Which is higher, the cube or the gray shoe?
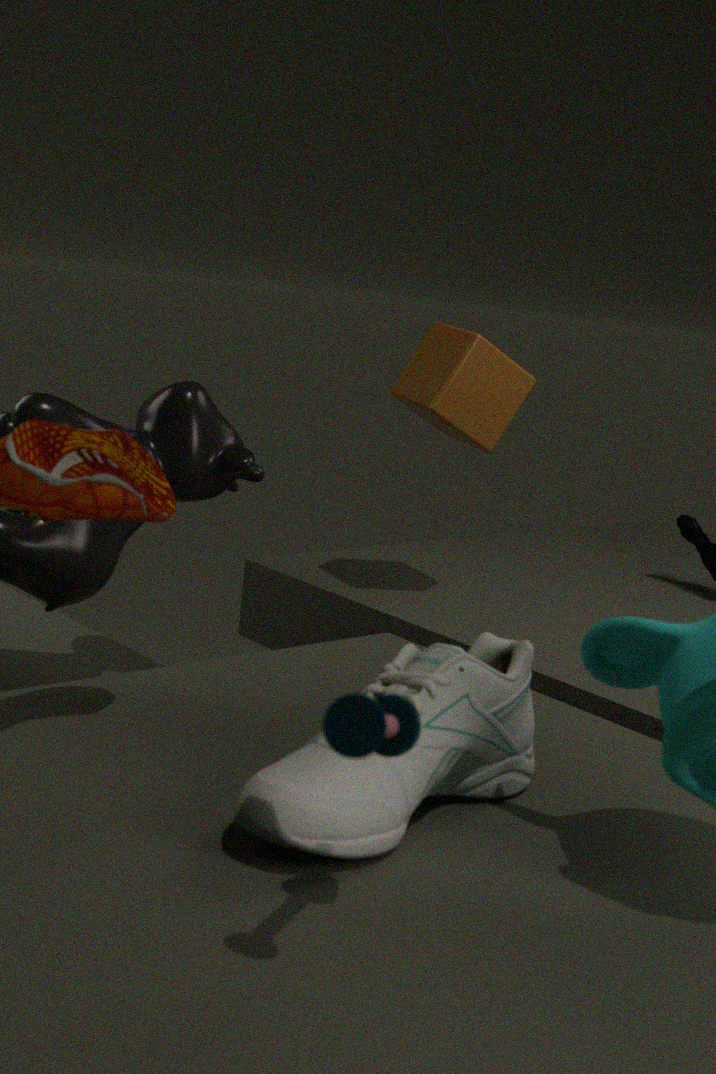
the cube
